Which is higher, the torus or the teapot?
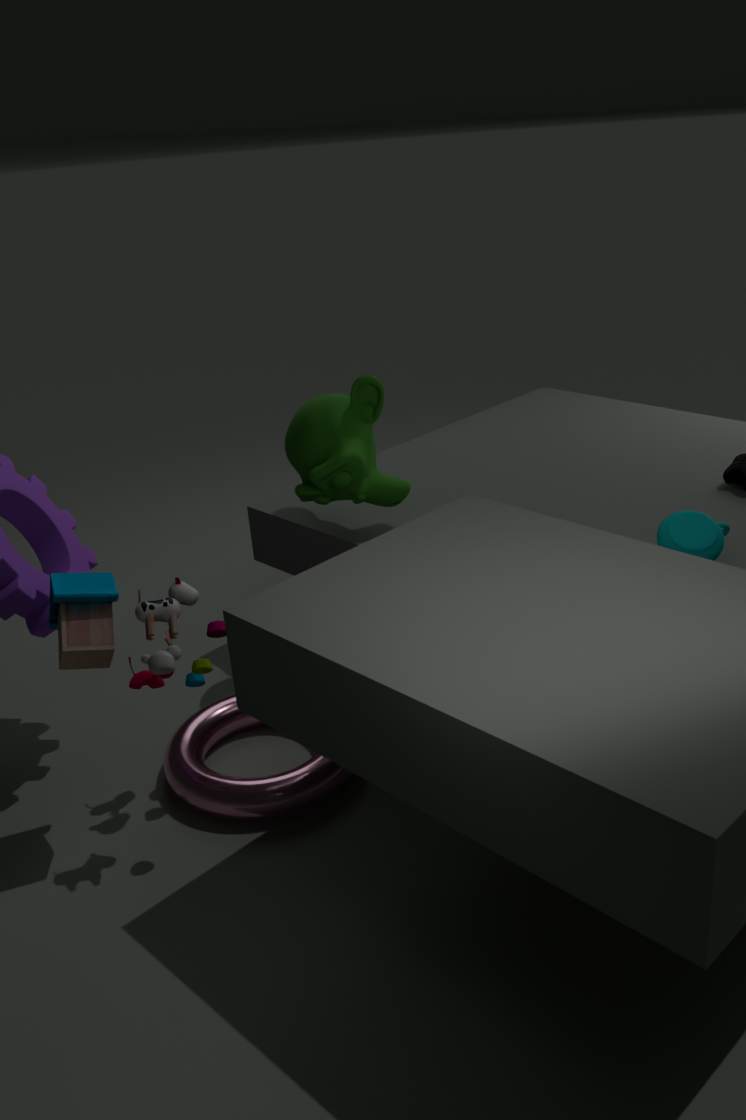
the teapot
